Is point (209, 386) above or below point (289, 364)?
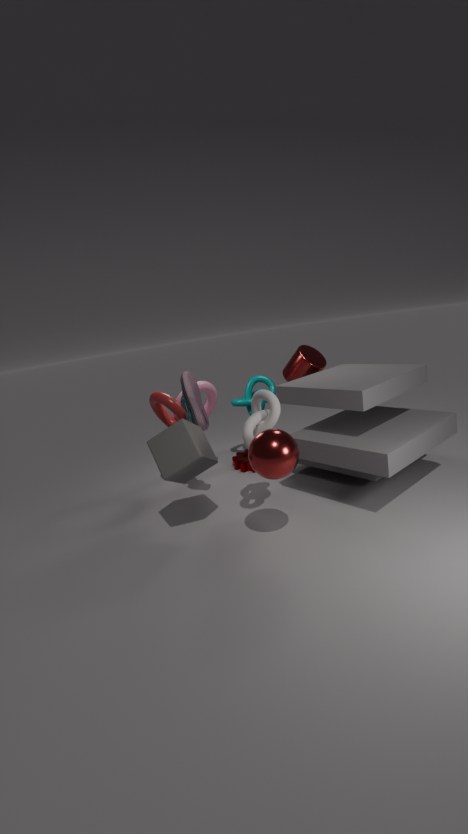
below
